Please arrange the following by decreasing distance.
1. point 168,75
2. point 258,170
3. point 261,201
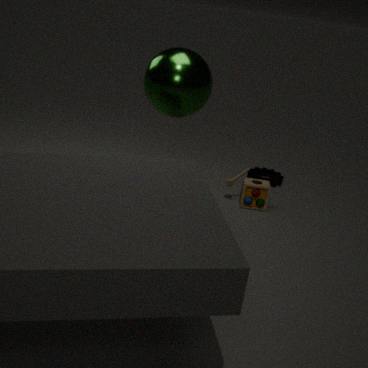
point 258,170, point 261,201, point 168,75
